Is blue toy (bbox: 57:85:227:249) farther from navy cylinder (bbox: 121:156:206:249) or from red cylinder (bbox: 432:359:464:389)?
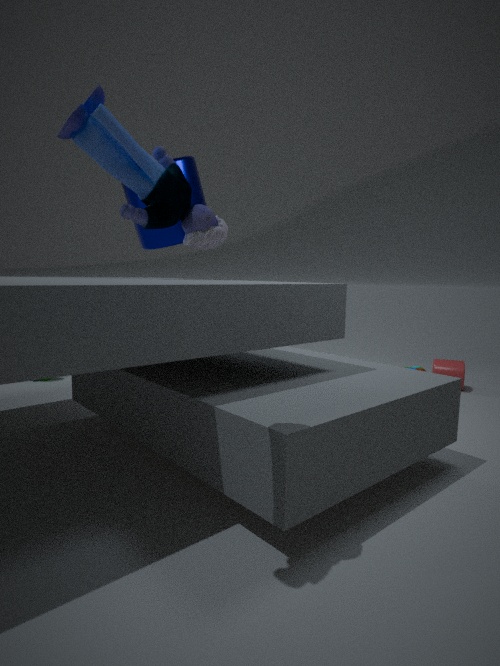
red cylinder (bbox: 432:359:464:389)
